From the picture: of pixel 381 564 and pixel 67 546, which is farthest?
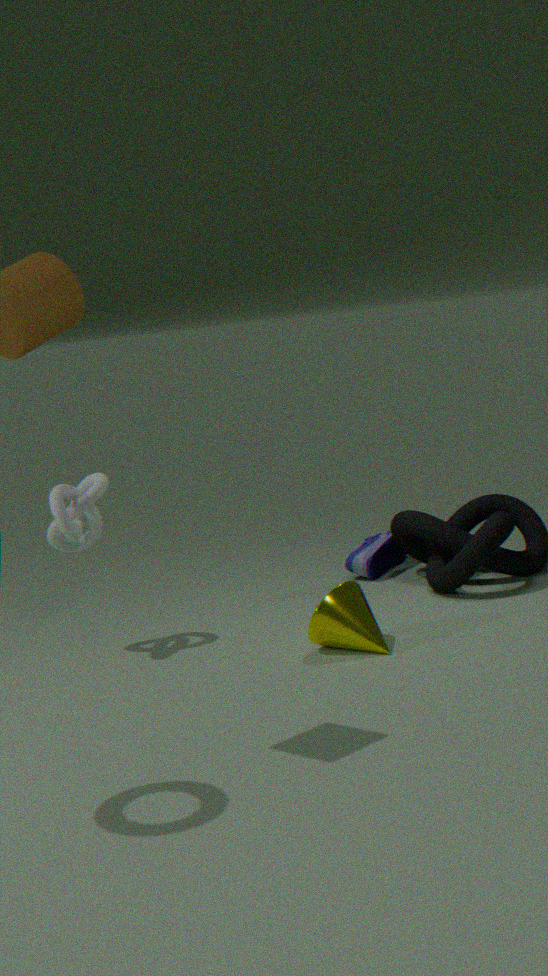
pixel 381 564
